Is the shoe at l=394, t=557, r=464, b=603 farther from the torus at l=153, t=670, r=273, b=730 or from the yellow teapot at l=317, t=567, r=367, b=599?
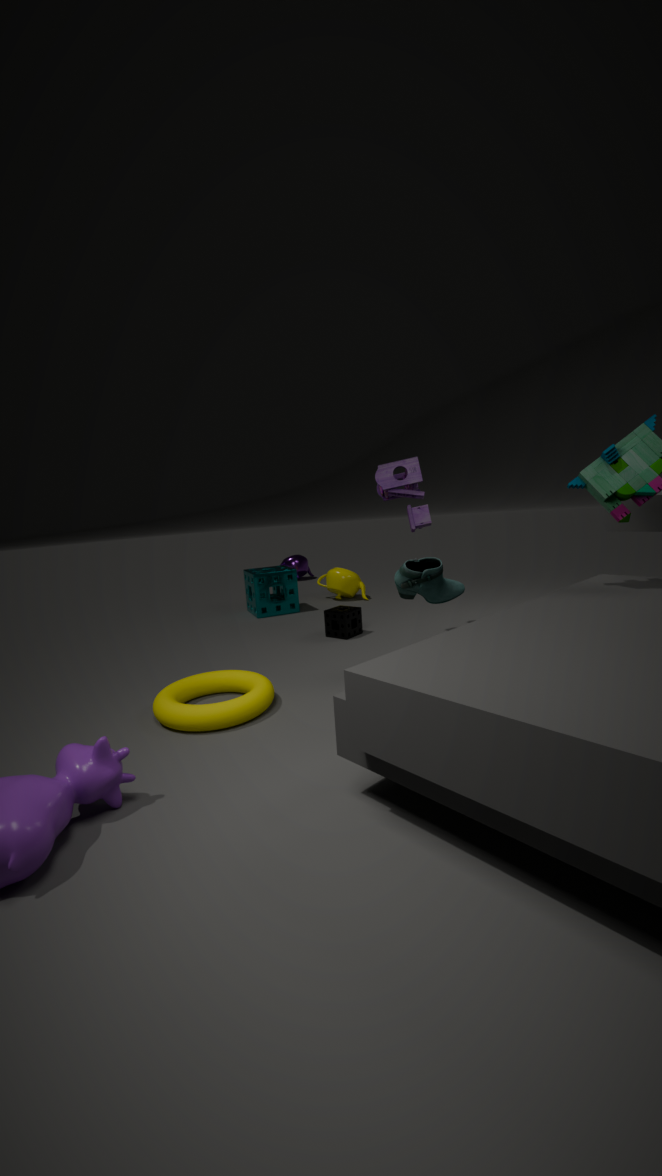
the yellow teapot at l=317, t=567, r=367, b=599
